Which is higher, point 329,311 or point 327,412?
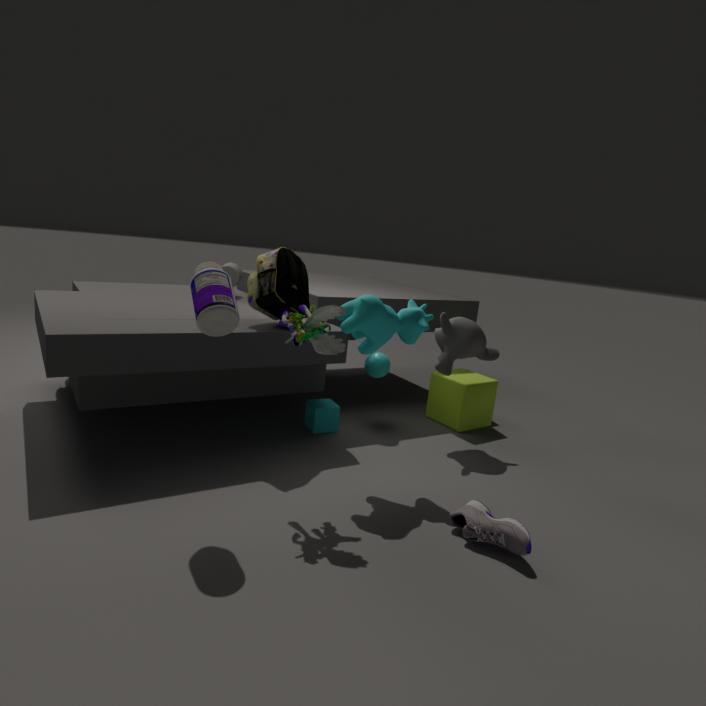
point 329,311
